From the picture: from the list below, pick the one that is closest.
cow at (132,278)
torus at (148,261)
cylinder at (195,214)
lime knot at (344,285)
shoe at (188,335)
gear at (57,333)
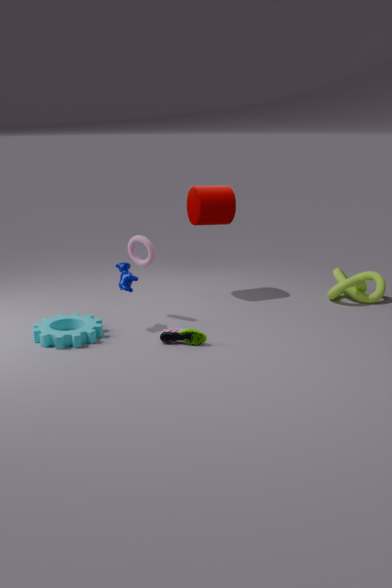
gear at (57,333)
